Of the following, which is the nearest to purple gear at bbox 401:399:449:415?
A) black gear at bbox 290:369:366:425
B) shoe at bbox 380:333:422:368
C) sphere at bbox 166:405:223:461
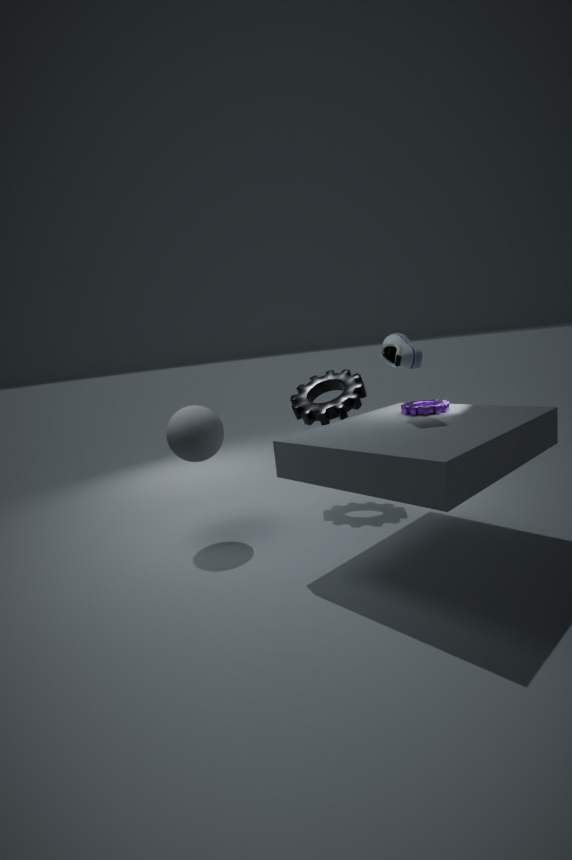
shoe at bbox 380:333:422:368
